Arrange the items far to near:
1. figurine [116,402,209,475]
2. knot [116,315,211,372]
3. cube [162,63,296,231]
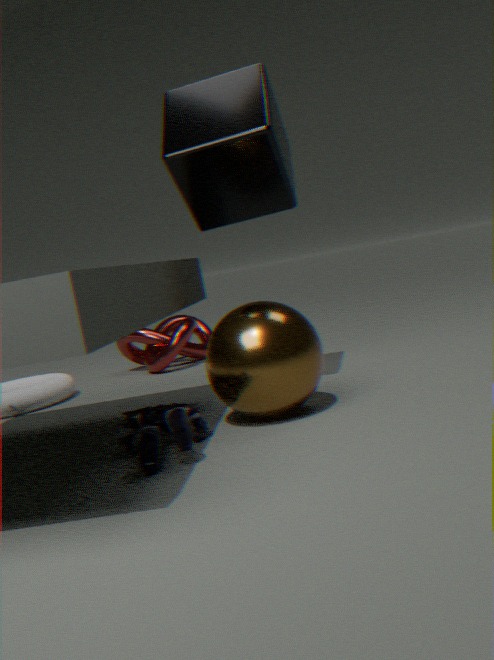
knot [116,315,211,372] < cube [162,63,296,231] < figurine [116,402,209,475]
